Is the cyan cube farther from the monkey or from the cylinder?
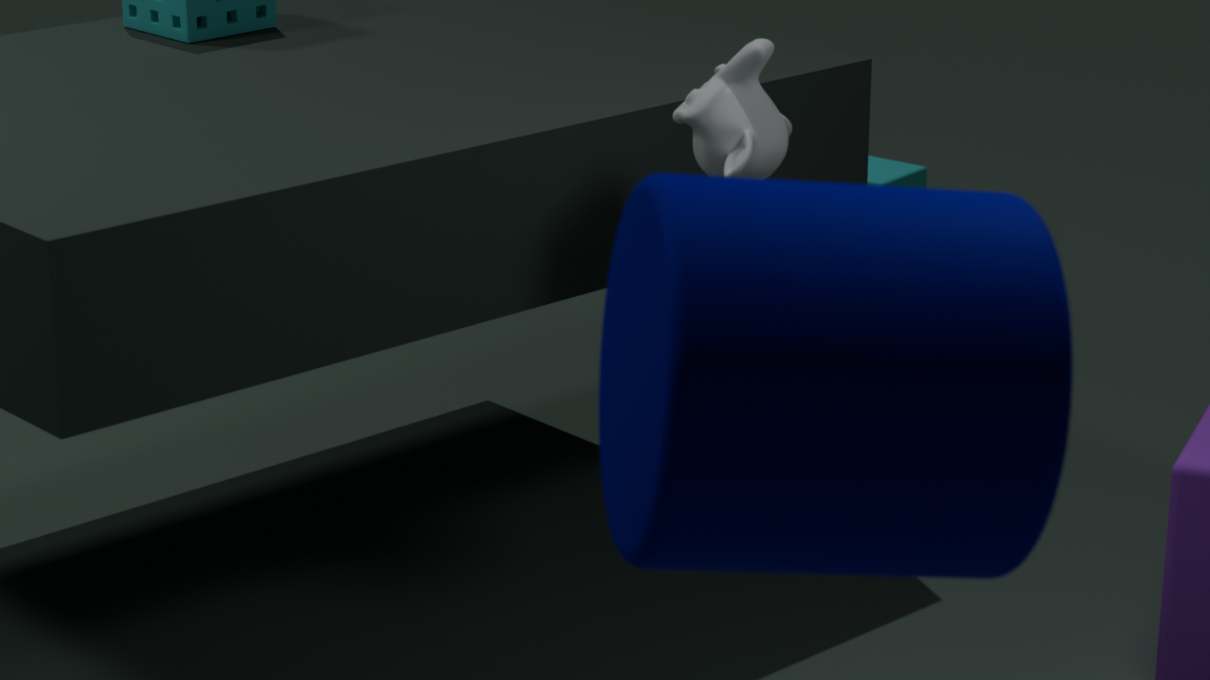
the cylinder
